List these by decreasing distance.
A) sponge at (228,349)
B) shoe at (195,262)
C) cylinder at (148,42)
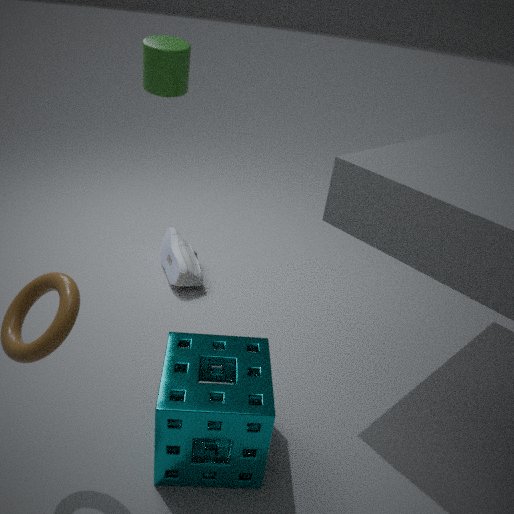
shoe at (195,262), cylinder at (148,42), sponge at (228,349)
